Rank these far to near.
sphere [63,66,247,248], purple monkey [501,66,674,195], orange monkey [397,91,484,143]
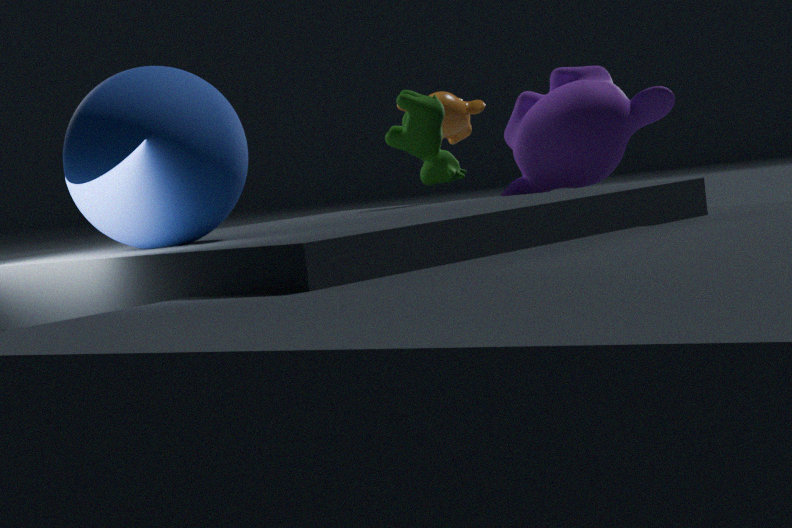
orange monkey [397,91,484,143] < purple monkey [501,66,674,195] < sphere [63,66,247,248]
